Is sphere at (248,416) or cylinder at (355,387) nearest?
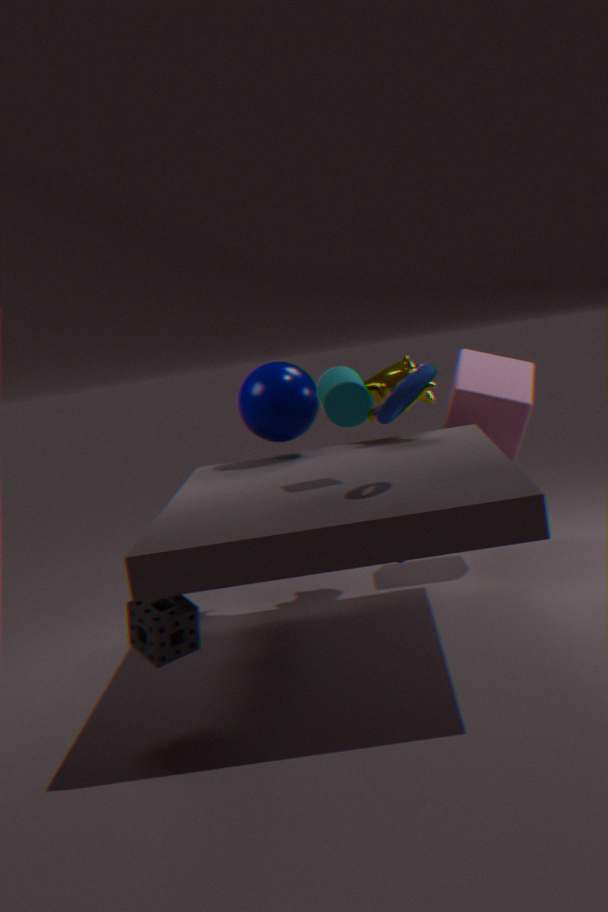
cylinder at (355,387)
